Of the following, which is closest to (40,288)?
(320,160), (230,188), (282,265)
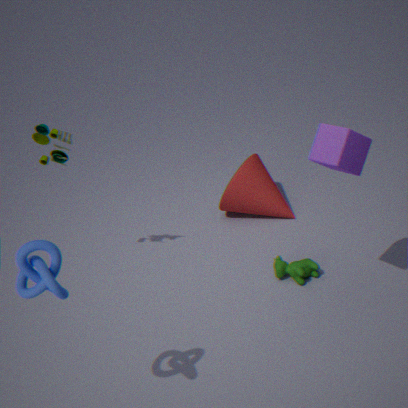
(320,160)
